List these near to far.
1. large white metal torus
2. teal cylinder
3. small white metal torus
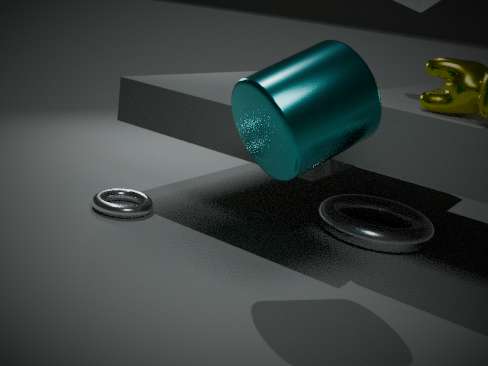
teal cylinder → small white metal torus → large white metal torus
